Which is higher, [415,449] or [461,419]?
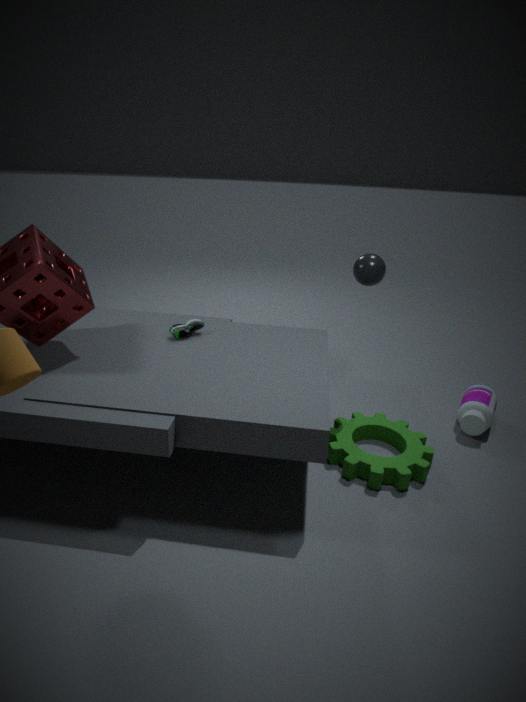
[461,419]
